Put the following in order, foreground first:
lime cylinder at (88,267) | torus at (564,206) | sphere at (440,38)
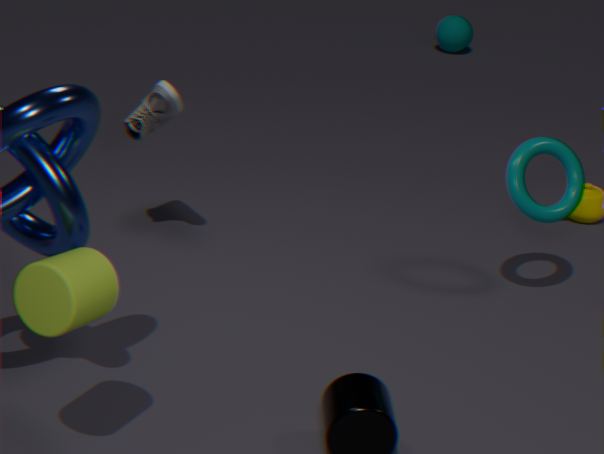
lime cylinder at (88,267) < torus at (564,206) < sphere at (440,38)
